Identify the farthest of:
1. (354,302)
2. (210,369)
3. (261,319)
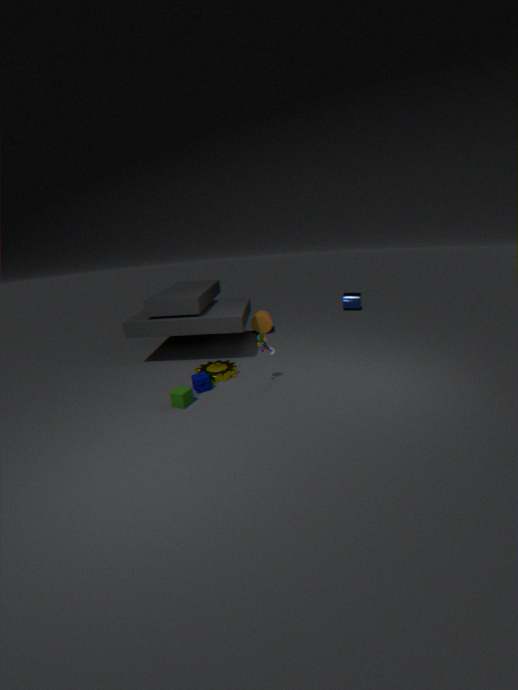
(354,302)
